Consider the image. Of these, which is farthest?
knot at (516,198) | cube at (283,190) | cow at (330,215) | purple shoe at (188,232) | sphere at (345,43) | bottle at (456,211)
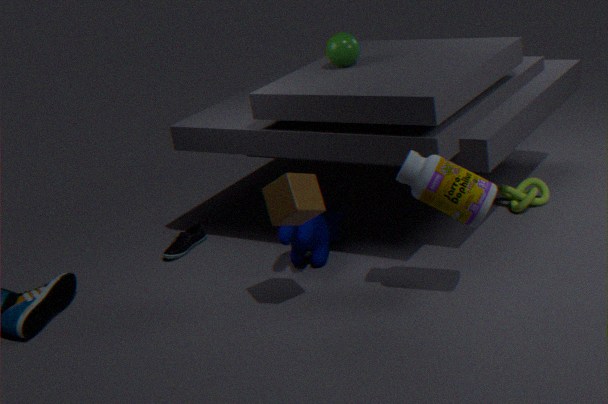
purple shoe at (188,232)
